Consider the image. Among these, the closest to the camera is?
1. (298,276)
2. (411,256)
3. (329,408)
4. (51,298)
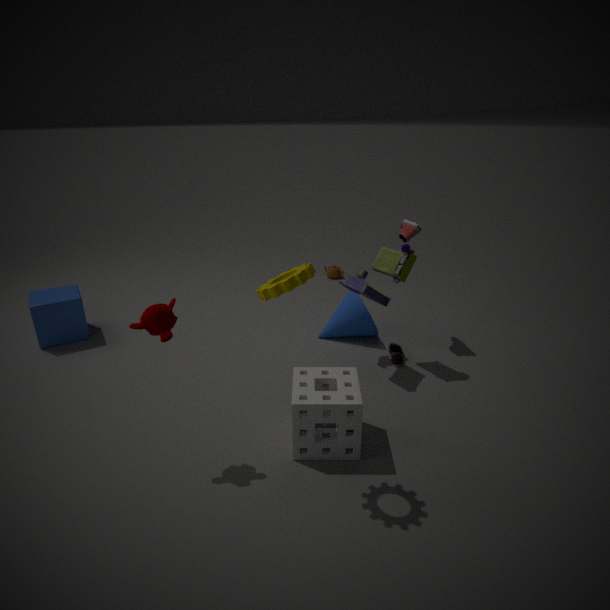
(298,276)
